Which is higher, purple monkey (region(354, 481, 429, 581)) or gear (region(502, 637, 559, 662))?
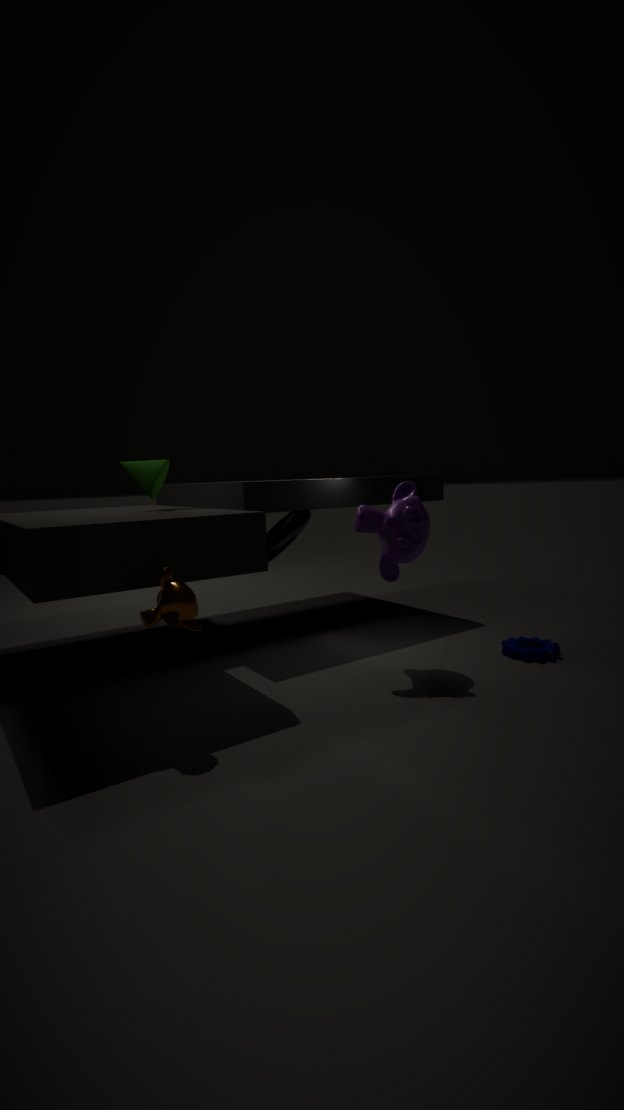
purple monkey (region(354, 481, 429, 581))
